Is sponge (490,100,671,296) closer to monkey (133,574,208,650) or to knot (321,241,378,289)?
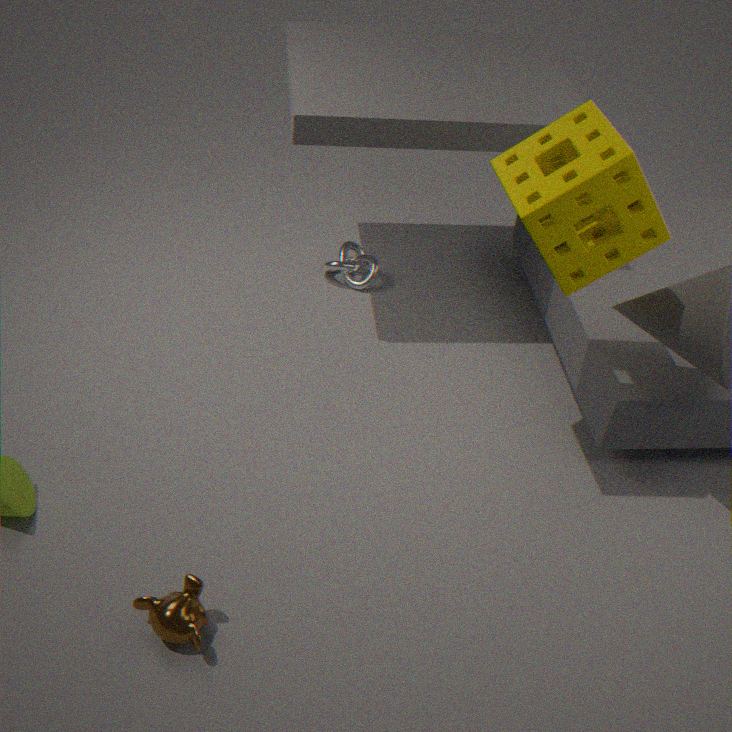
knot (321,241,378,289)
